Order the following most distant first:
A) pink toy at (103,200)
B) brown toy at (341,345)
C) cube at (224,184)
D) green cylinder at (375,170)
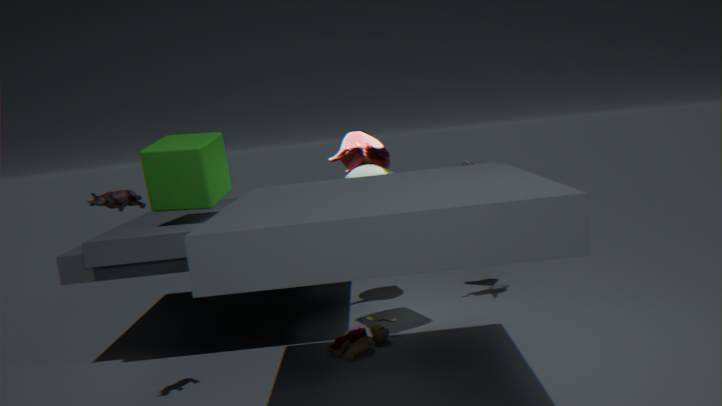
cube at (224,184)
green cylinder at (375,170)
brown toy at (341,345)
pink toy at (103,200)
